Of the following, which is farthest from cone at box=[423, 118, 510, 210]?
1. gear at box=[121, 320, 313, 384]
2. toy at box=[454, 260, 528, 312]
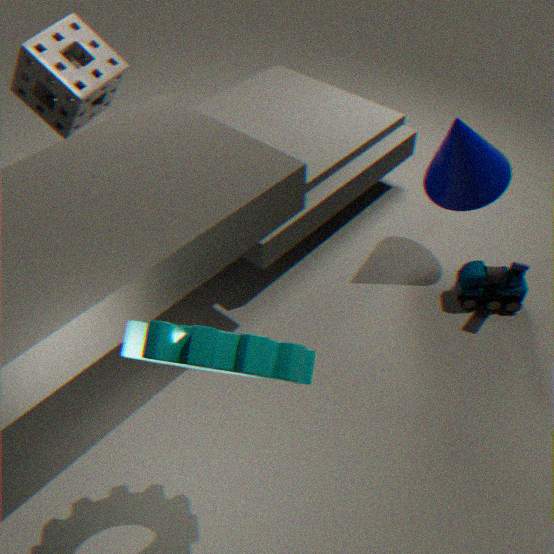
gear at box=[121, 320, 313, 384]
